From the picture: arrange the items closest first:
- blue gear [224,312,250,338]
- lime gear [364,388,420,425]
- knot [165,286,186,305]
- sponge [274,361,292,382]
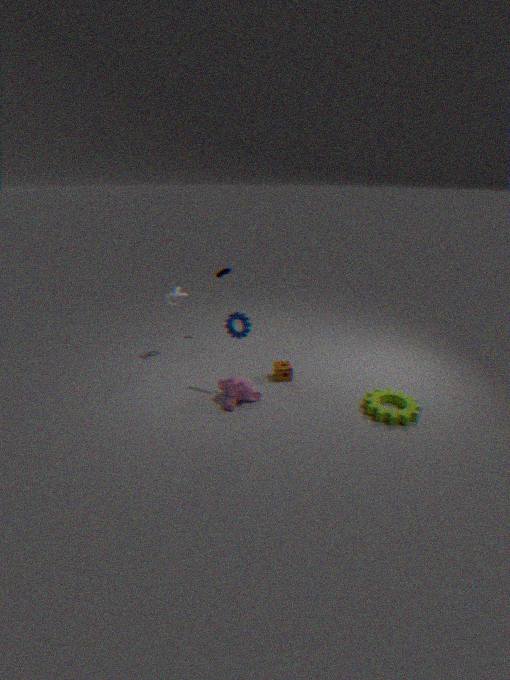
1. lime gear [364,388,420,425]
2. blue gear [224,312,250,338]
3. sponge [274,361,292,382]
4. knot [165,286,186,305]
